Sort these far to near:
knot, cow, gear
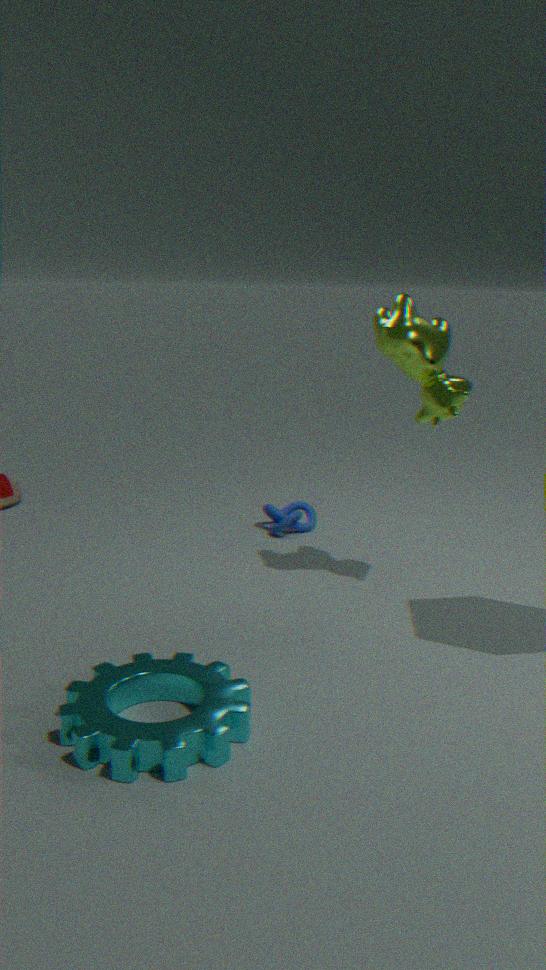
knot → cow → gear
